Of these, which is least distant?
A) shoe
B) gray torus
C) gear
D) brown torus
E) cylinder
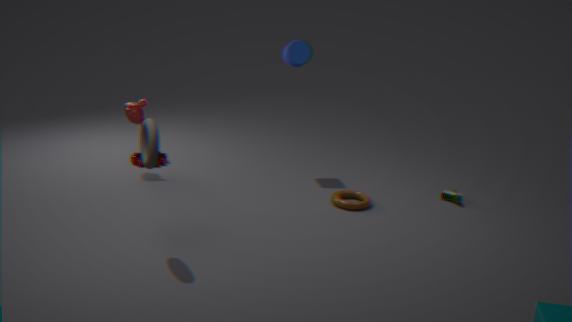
B. gray torus
